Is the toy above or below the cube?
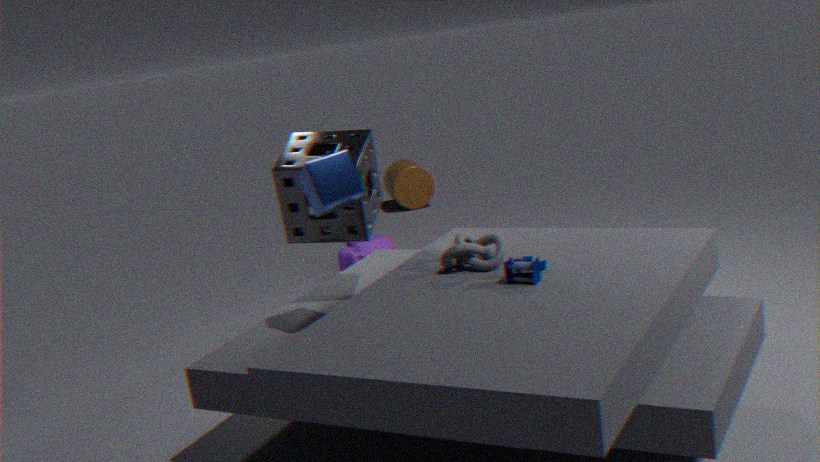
below
